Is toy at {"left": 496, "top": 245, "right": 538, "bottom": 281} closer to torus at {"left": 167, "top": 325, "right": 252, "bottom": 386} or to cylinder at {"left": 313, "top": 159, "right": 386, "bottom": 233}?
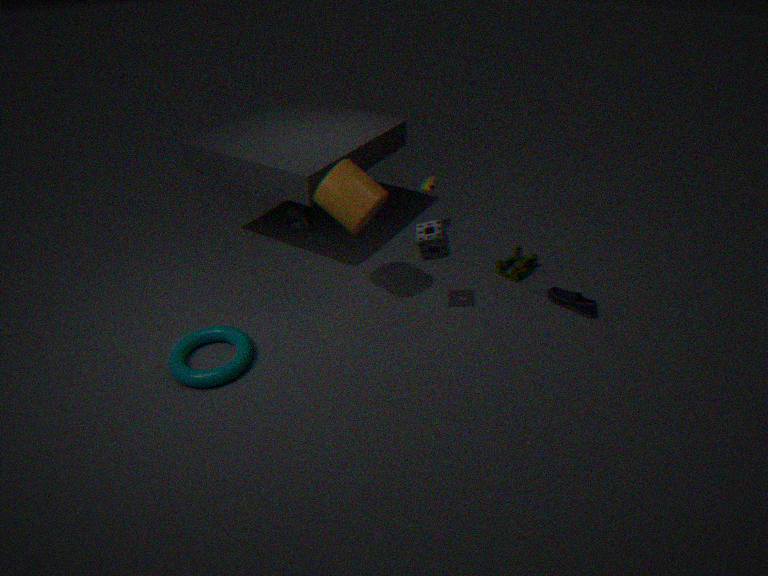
cylinder at {"left": 313, "top": 159, "right": 386, "bottom": 233}
